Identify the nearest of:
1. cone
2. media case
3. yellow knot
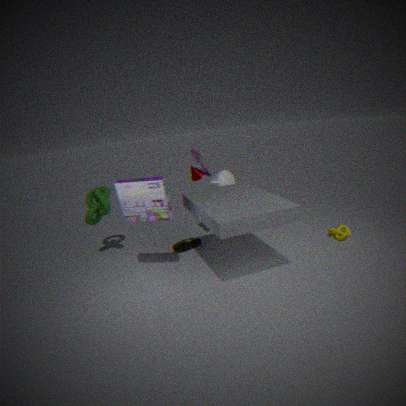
media case
